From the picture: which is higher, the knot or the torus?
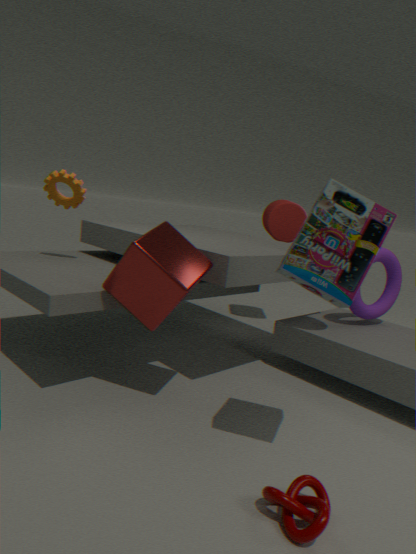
the torus
